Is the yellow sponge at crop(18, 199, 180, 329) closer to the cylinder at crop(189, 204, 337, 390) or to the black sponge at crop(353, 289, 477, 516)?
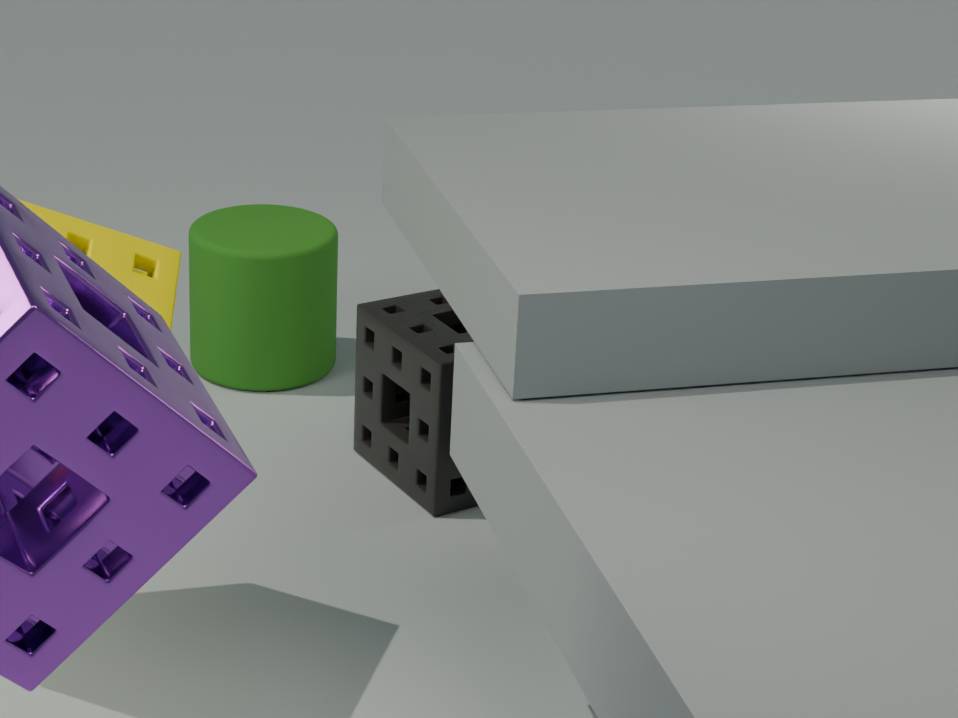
the black sponge at crop(353, 289, 477, 516)
